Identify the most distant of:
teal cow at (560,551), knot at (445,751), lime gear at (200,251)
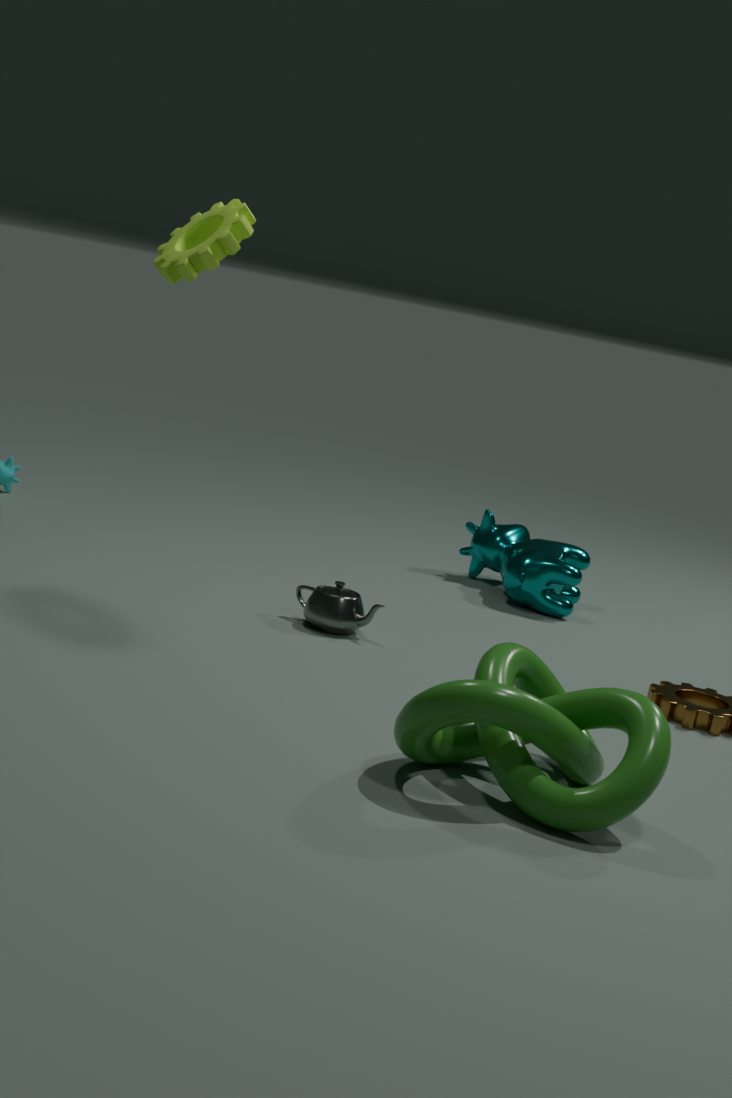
teal cow at (560,551)
